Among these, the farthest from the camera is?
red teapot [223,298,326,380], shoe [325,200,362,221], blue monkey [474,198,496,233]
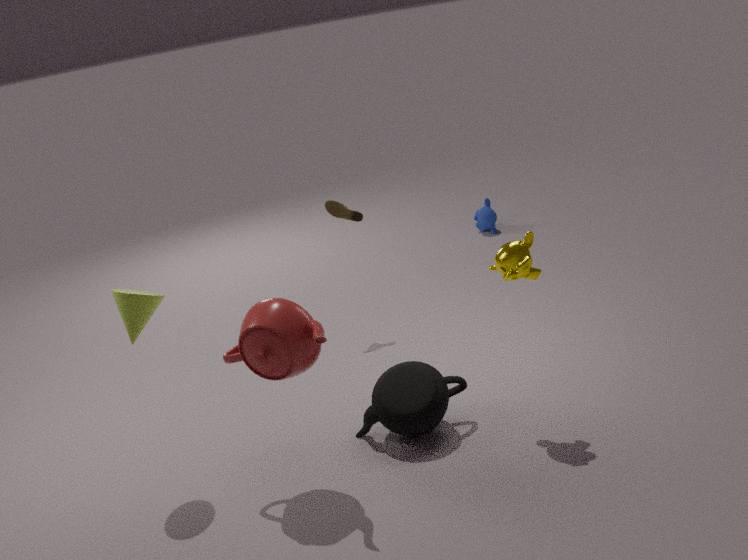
blue monkey [474,198,496,233]
